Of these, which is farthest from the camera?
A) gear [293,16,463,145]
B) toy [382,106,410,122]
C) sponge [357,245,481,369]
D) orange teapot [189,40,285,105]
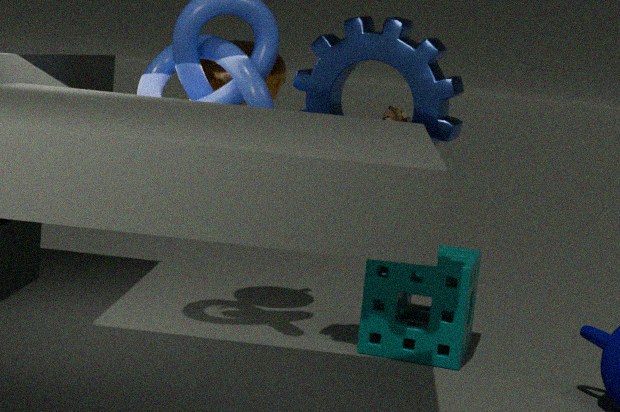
toy [382,106,410,122]
